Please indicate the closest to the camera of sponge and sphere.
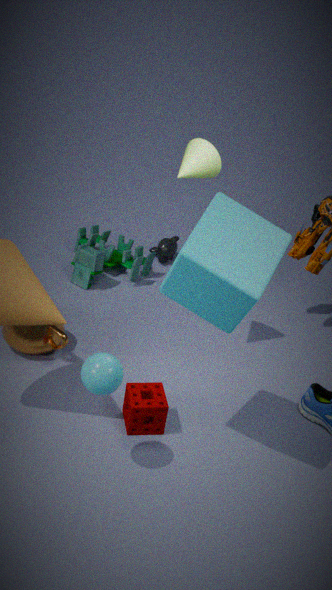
sphere
